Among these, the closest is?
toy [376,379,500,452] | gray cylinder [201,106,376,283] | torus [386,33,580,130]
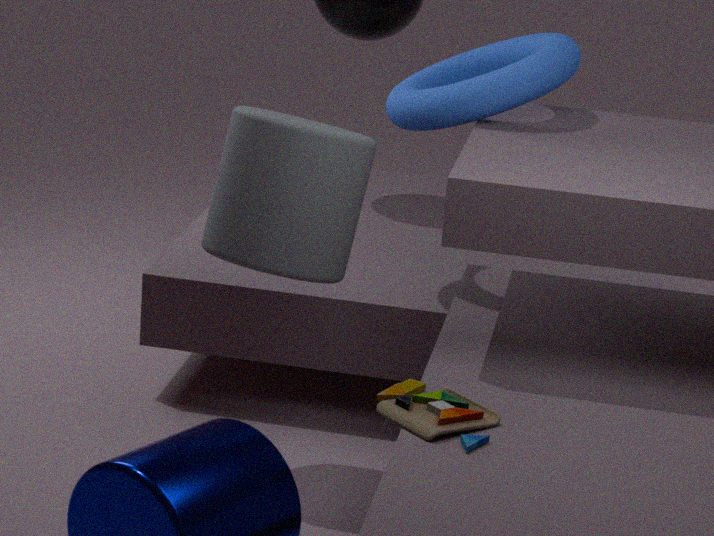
toy [376,379,500,452]
